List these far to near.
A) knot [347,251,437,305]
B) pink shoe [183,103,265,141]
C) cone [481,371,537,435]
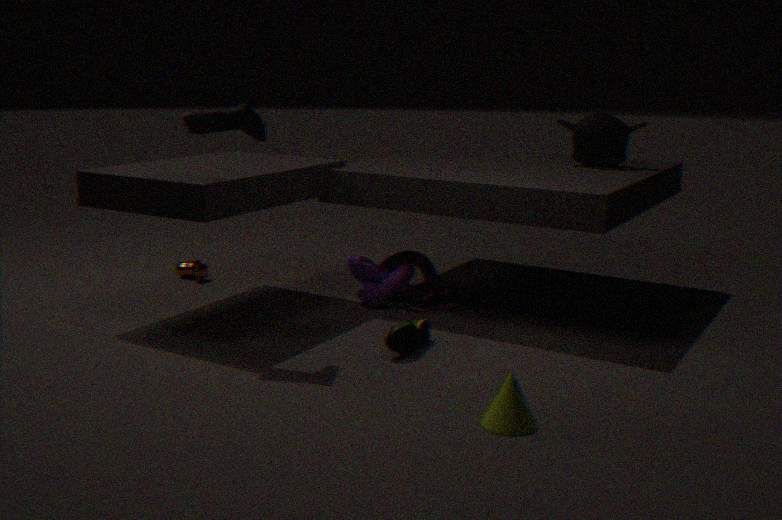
knot [347,251,437,305] < pink shoe [183,103,265,141] < cone [481,371,537,435]
